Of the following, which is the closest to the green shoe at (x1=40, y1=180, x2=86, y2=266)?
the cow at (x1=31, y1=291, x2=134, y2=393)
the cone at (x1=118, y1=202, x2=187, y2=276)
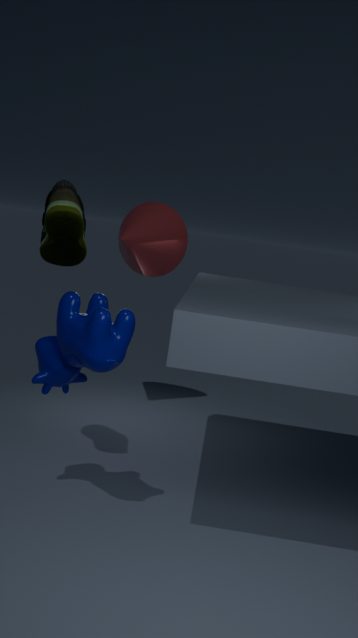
the cow at (x1=31, y1=291, x2=134, y2=393)
